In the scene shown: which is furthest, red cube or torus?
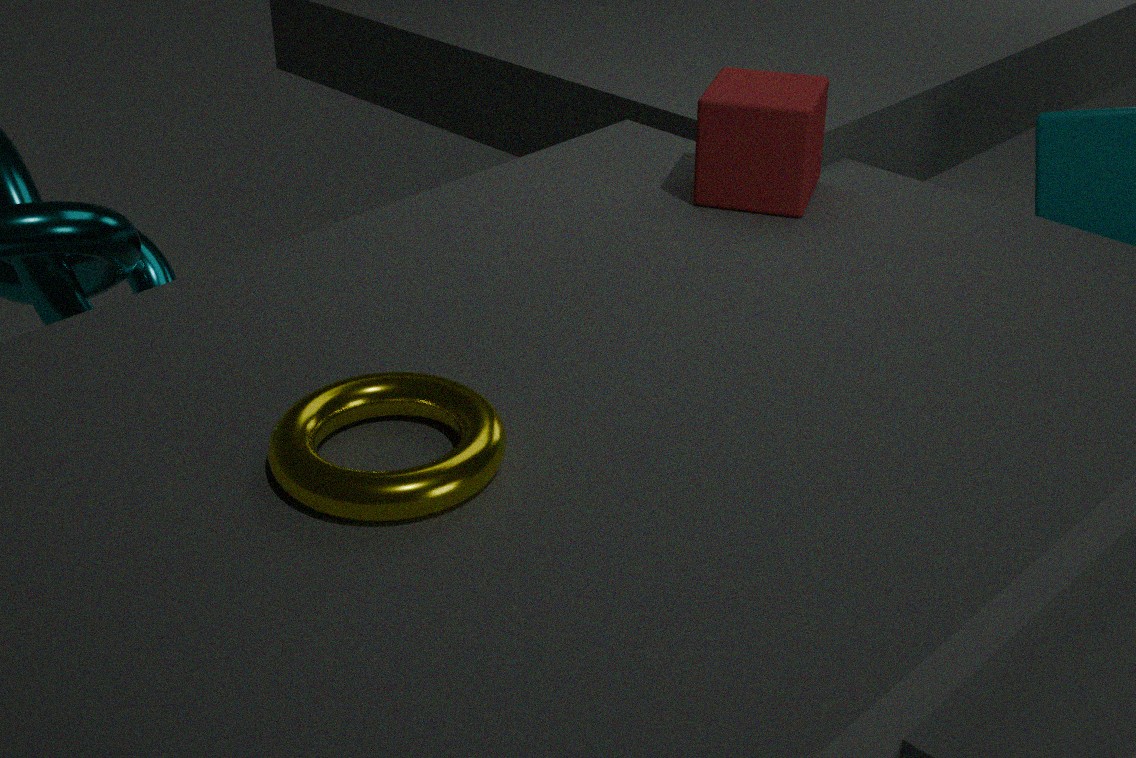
red cube
